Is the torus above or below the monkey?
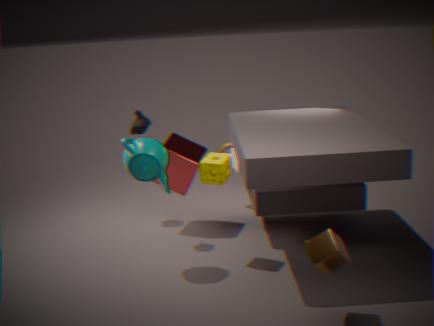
below
